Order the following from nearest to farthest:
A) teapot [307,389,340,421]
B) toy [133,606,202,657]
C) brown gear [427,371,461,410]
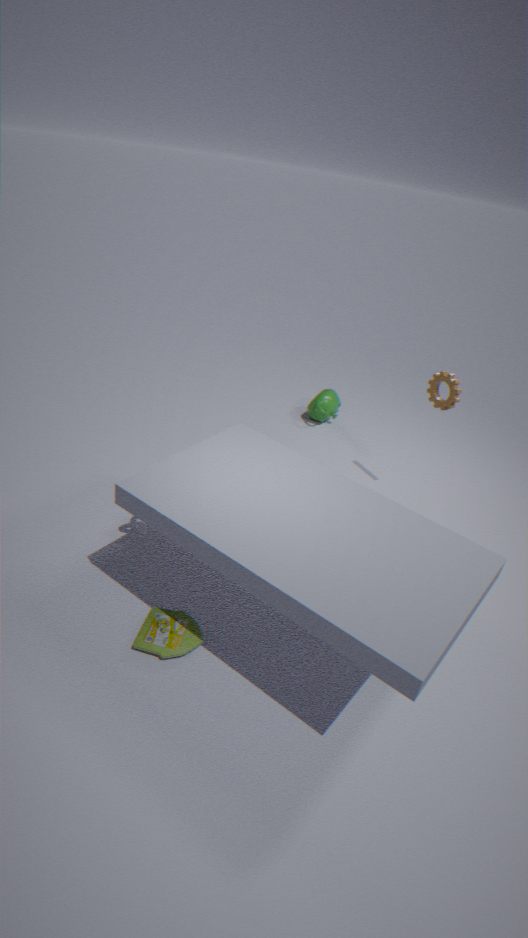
toy [133,606,202,657], brown gear [427,371,461,410], teapot [307,389,340,421]
